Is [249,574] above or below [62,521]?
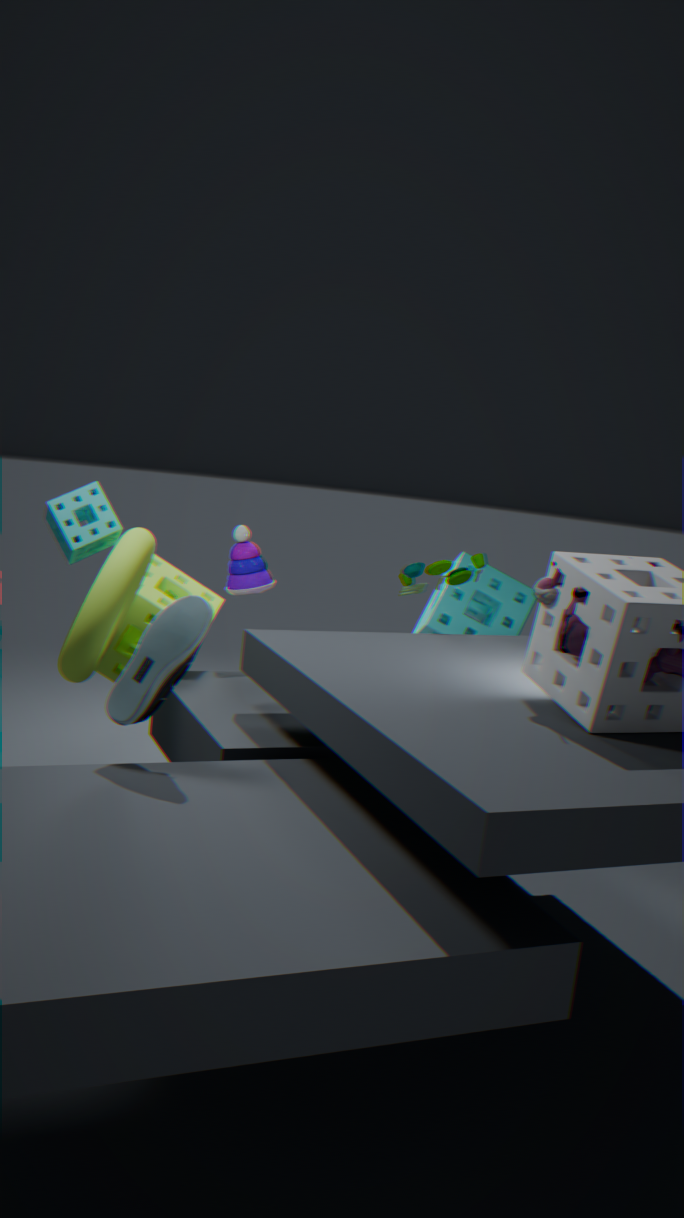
below
